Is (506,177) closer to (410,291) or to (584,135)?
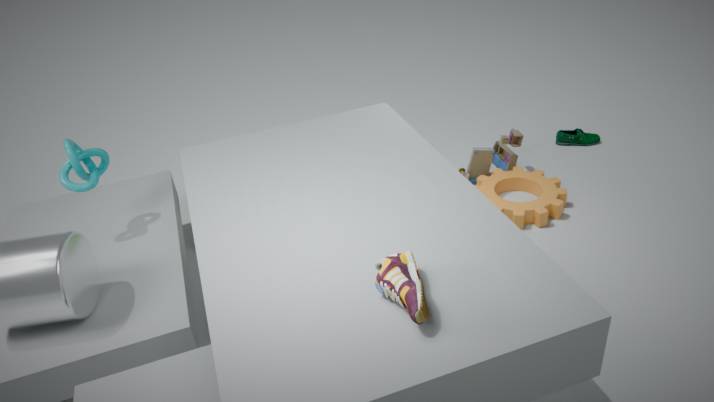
(584,135)
